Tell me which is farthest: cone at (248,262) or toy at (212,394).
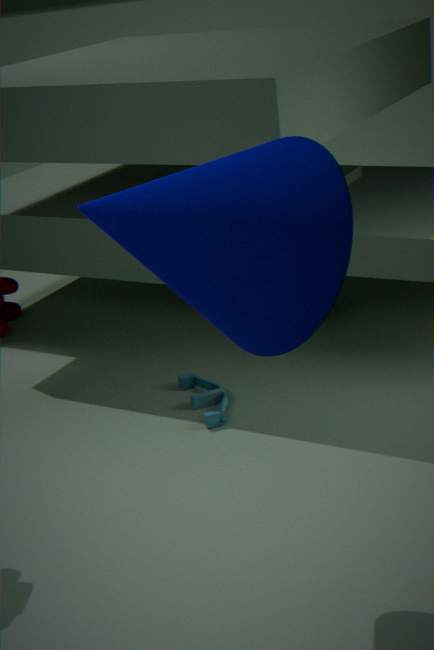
toy at (212,394)
